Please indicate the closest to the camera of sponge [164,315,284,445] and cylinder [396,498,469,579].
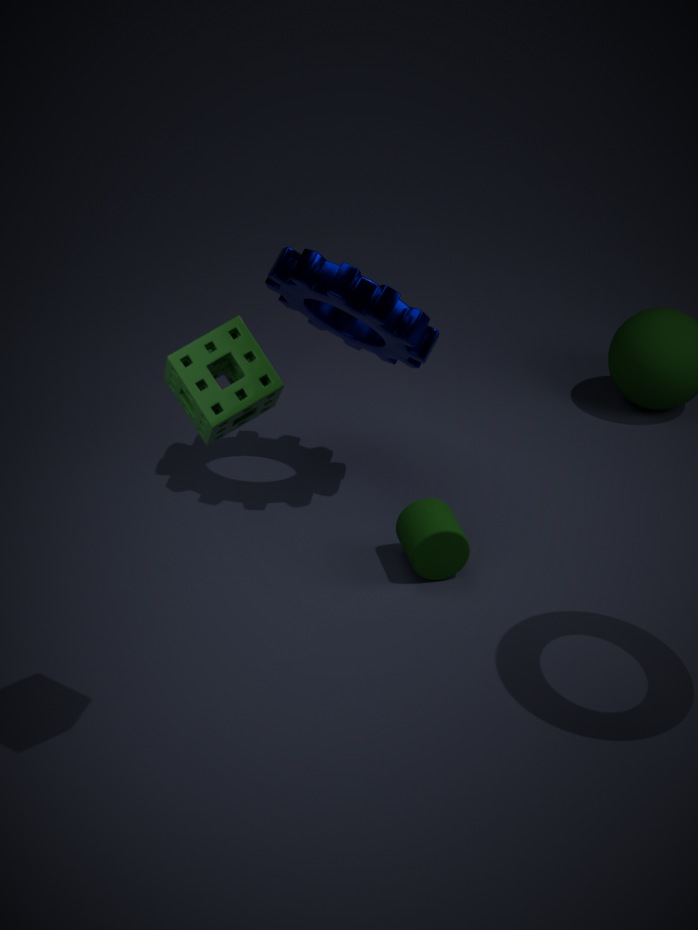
sponge [164,315,284,445]
